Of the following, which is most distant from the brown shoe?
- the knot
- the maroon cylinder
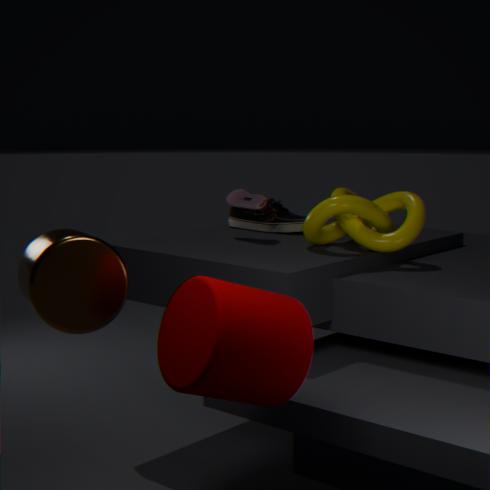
the maroon cylinder
